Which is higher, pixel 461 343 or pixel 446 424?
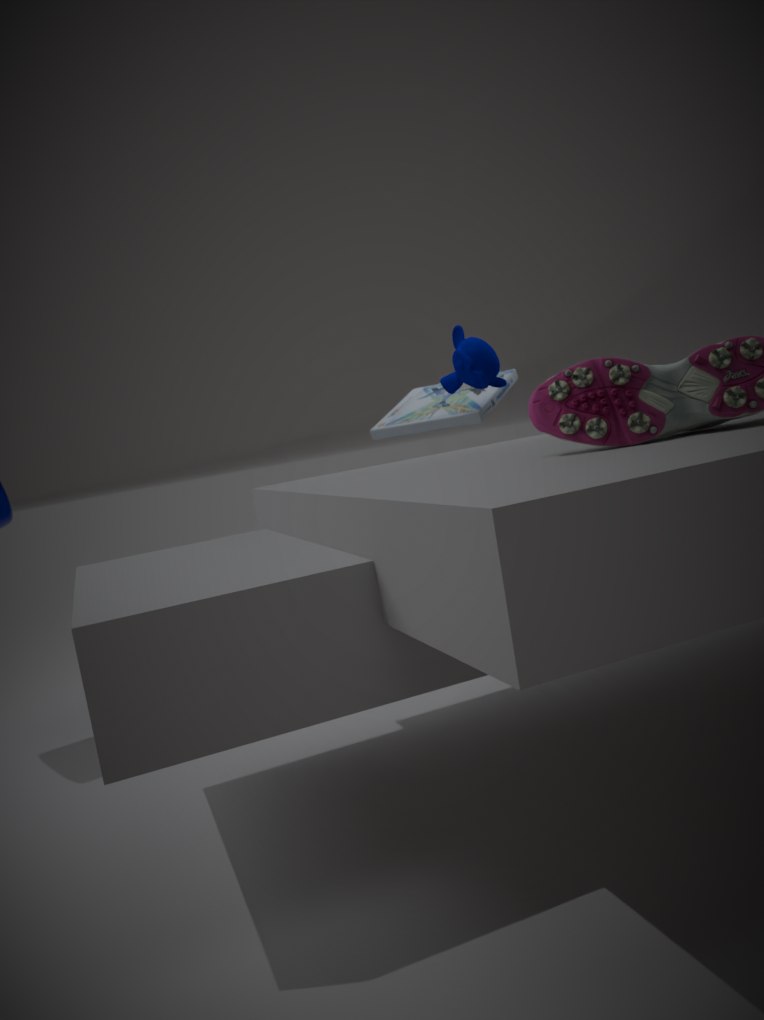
pixel 461 343
